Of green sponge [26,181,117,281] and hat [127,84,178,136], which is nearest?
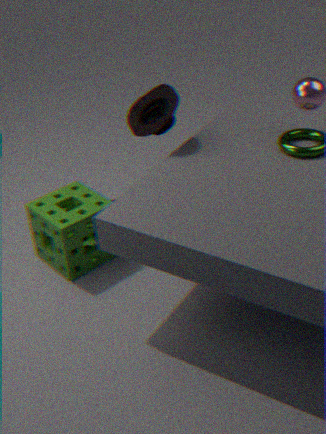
hat [127,84,178,136]
